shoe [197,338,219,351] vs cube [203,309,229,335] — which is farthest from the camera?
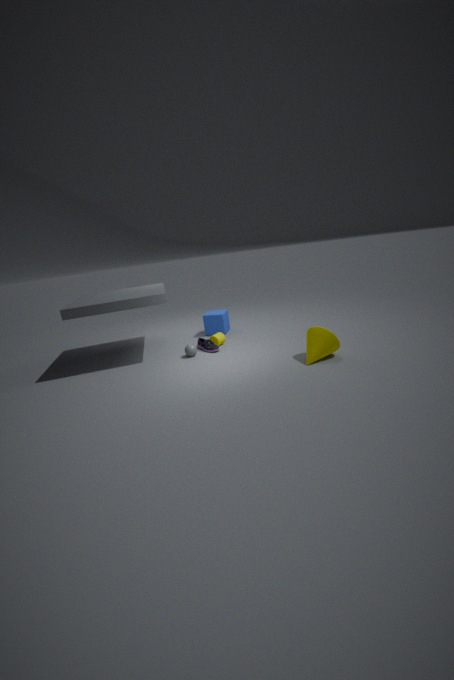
cube [203,309,229,335]
